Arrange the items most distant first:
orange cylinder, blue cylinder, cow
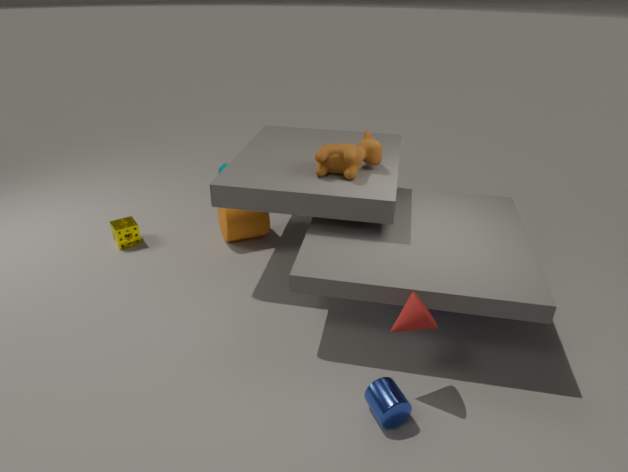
orange cylinder, cow, blue cylinder
